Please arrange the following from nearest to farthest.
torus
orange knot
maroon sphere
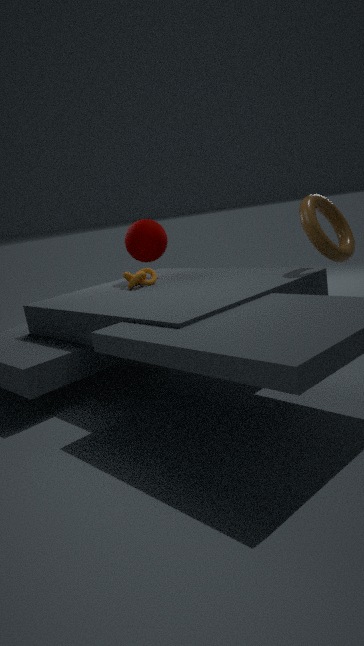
torus < orange knot < maroon sphere
